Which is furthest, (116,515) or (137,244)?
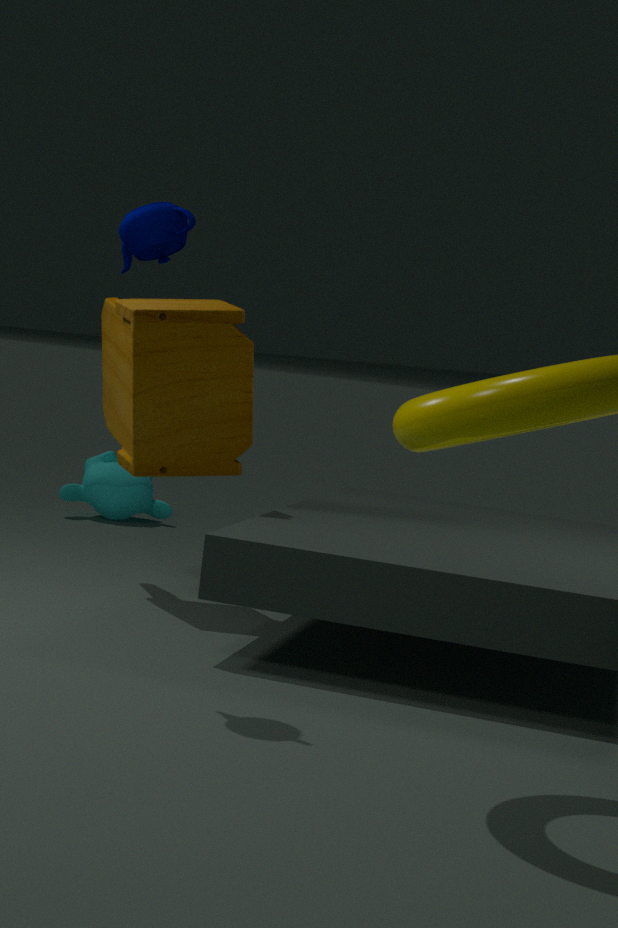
(116,515)
